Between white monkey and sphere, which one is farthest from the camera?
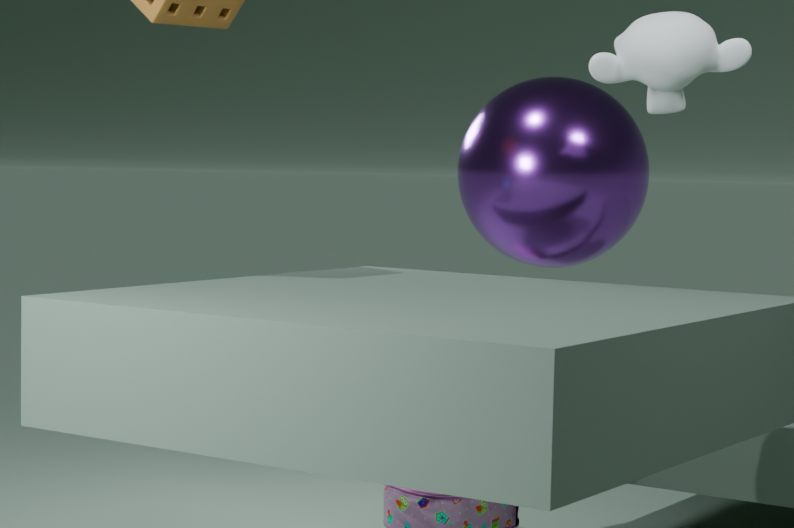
sphere
